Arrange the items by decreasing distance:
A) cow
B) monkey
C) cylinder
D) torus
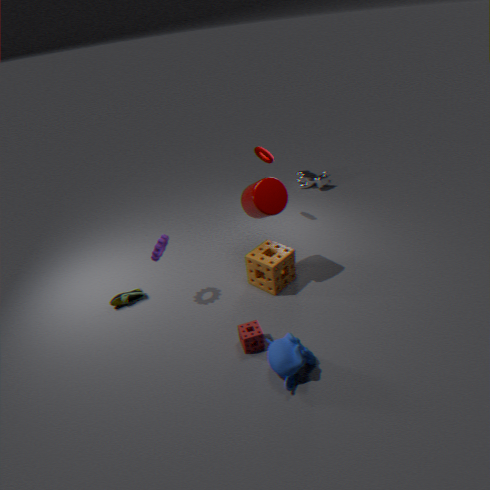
A. cow < D. torus < C. cylinder < B. monkey
